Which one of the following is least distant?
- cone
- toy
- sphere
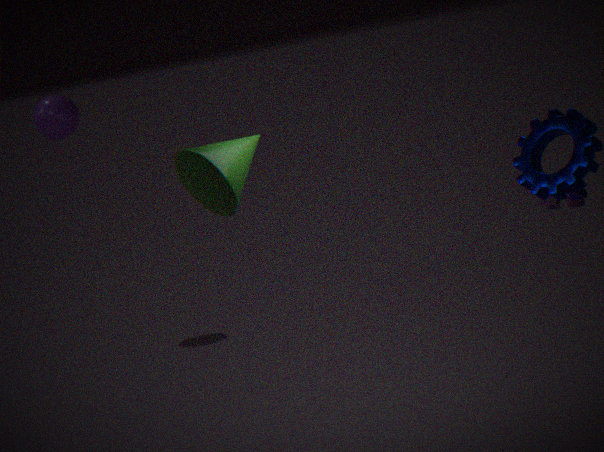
cone
